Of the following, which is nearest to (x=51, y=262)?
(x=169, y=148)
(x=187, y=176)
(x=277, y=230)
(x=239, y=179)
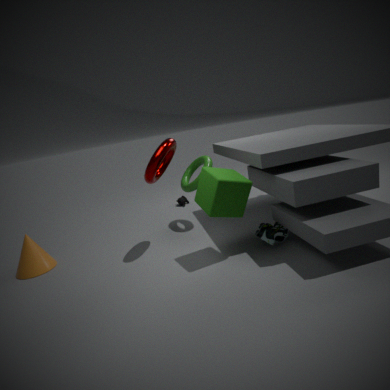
(x=169, y=148)
